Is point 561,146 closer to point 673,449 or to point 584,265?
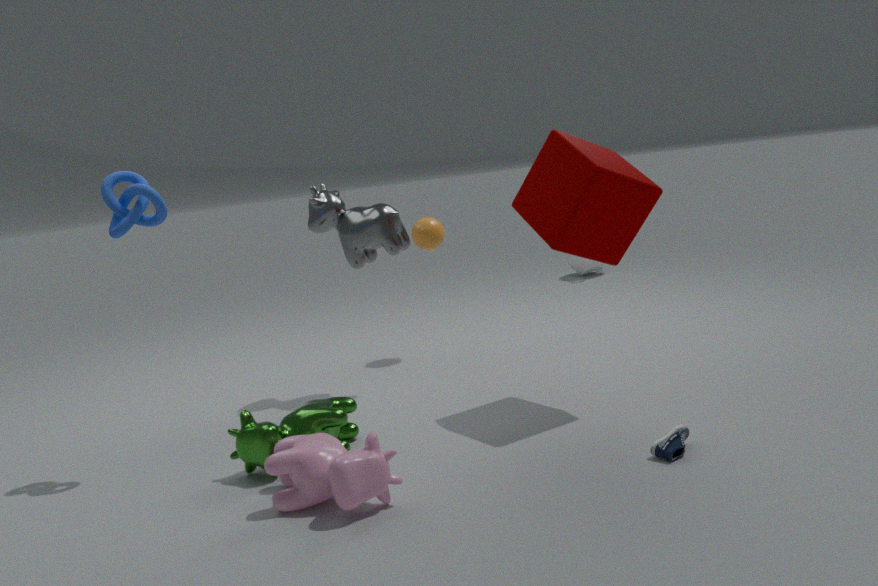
point 673,449
